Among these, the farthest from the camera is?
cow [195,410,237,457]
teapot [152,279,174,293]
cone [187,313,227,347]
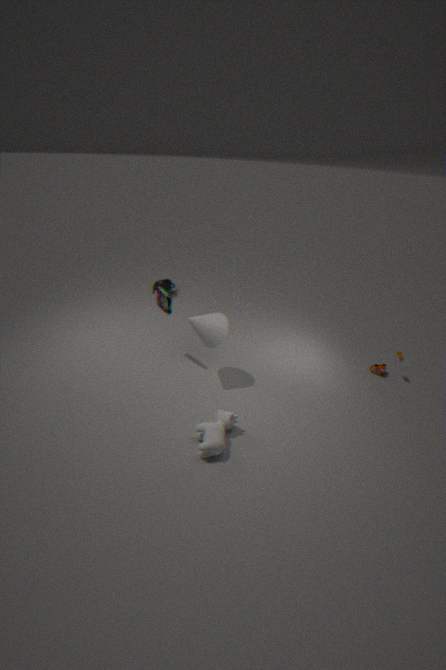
teapot [152,279,174,293]
